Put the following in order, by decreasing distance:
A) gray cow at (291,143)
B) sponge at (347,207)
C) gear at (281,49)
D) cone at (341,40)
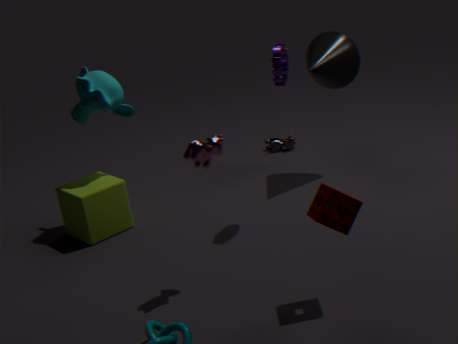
gray cow at (291,143)
cone at (341,40)
gear at (281,49)
sponge at (347,207)
